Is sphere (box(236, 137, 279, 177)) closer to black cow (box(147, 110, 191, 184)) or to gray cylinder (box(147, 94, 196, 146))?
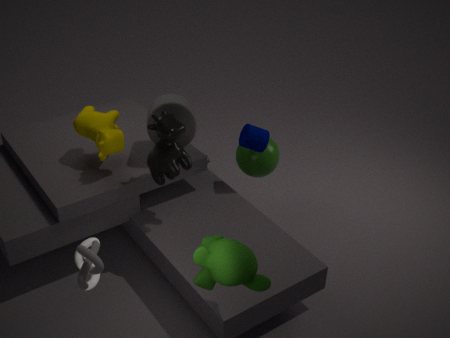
gray cylinder (box(147, 94, 196, 146))
